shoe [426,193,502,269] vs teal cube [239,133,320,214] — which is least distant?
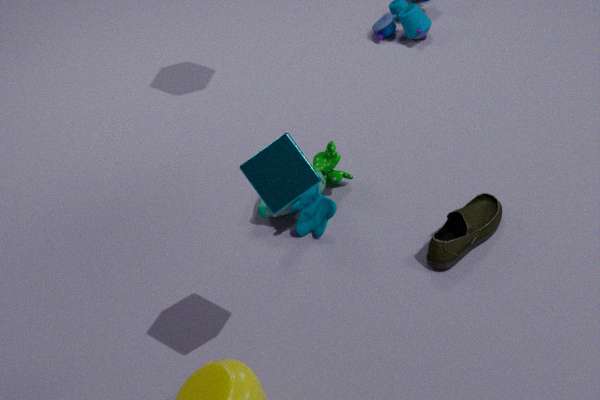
teal cube [239,133,320,214]
